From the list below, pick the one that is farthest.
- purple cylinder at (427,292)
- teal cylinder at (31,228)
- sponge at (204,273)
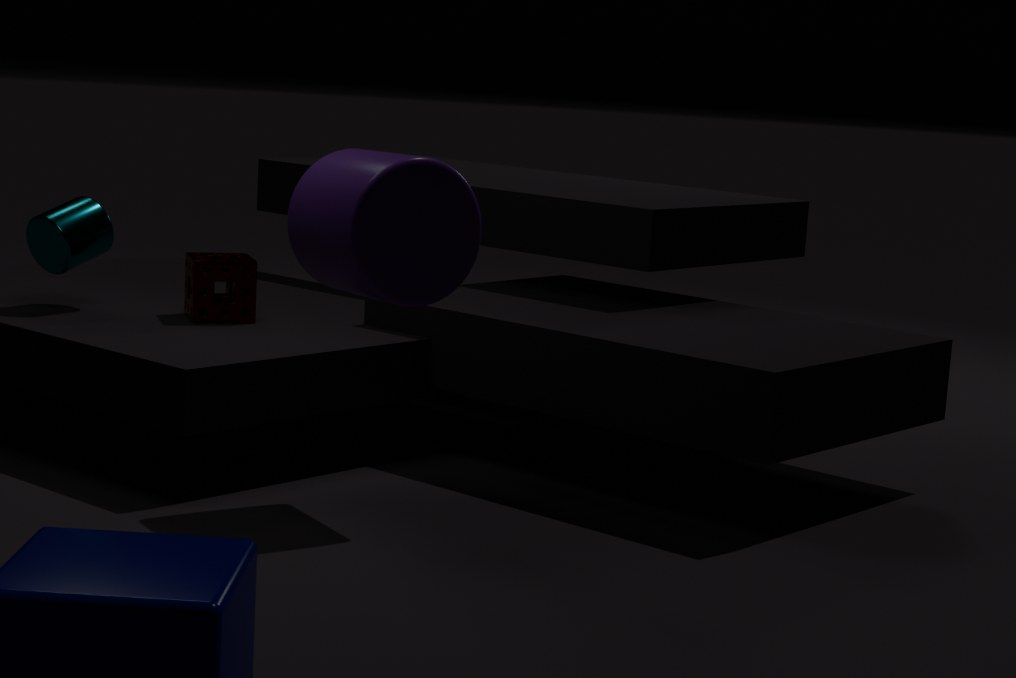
teal cylinder at (31,228)
